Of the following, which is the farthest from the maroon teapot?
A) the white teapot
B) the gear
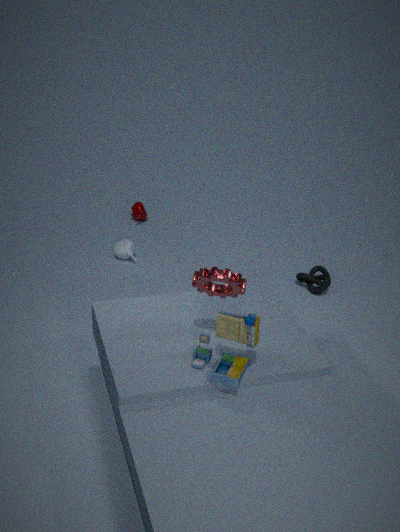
the gear
